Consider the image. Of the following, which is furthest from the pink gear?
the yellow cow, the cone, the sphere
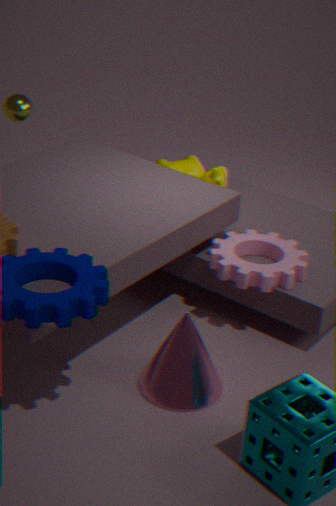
the sphere
